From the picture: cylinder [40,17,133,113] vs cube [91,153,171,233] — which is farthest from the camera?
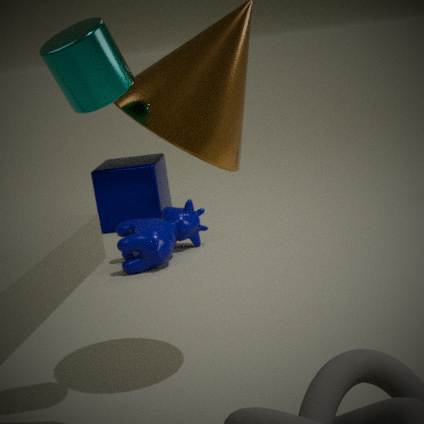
cube [91,153,171,233]
